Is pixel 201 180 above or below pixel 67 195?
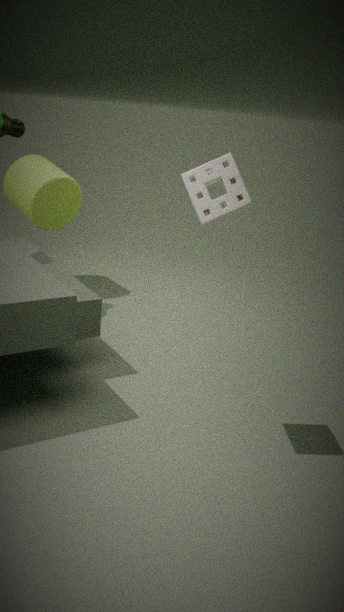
above
